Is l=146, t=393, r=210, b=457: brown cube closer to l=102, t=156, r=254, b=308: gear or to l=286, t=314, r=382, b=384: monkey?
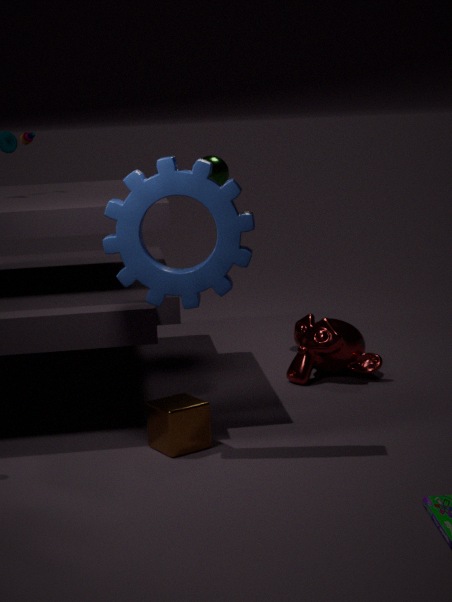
l=102, t=156, r=254, b=308: gear
